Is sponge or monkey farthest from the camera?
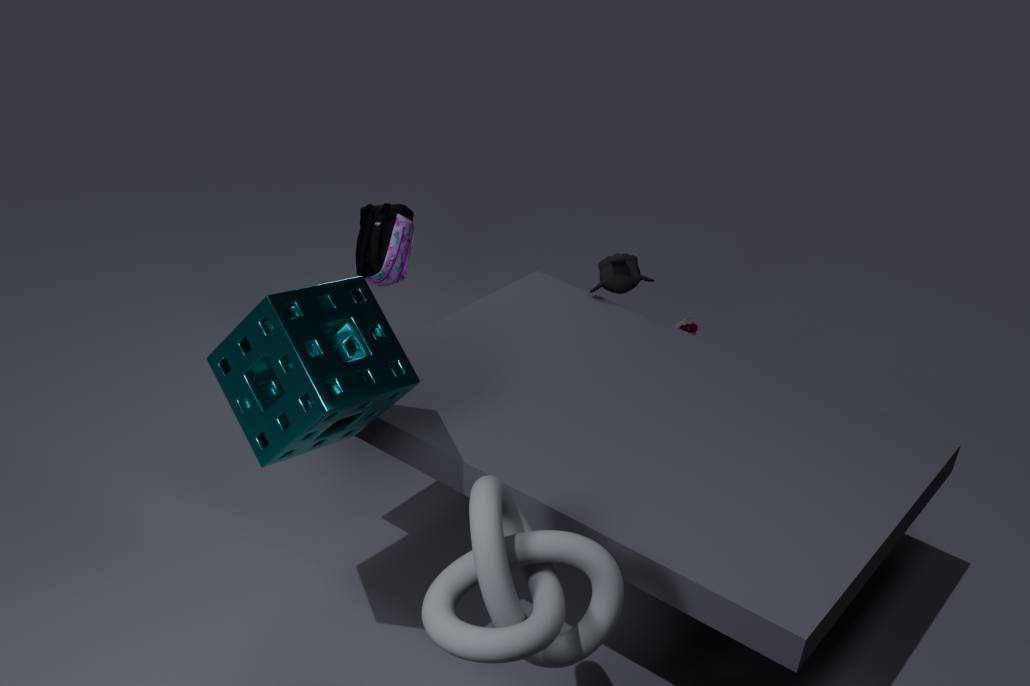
monkey
